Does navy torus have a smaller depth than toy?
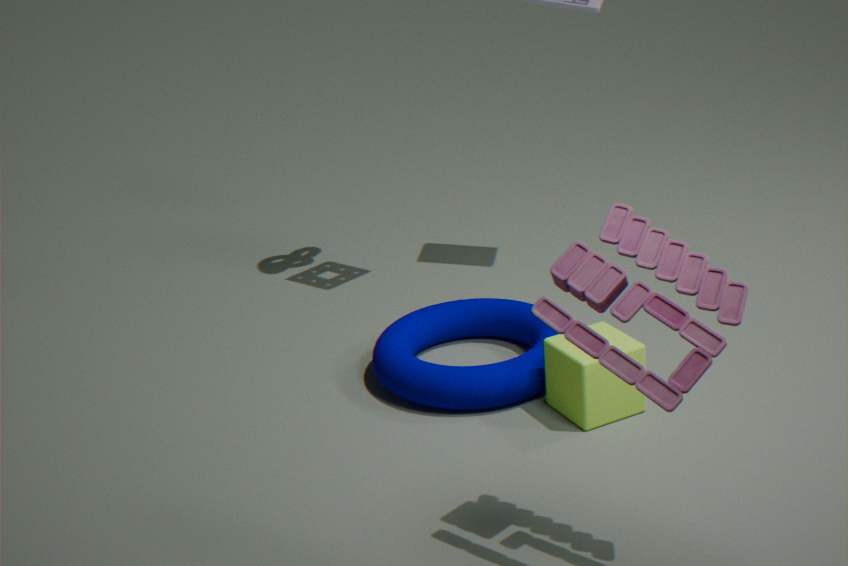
No
